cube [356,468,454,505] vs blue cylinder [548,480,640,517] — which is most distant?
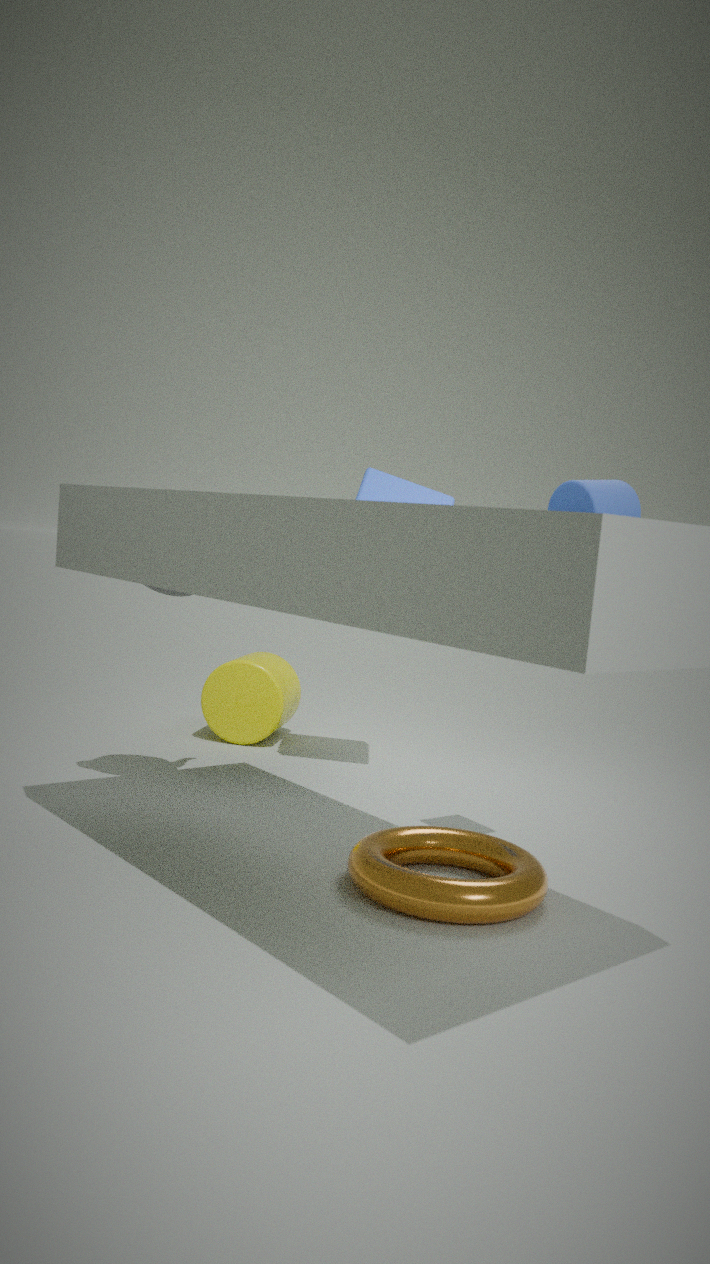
cube [356,468,454,505]
